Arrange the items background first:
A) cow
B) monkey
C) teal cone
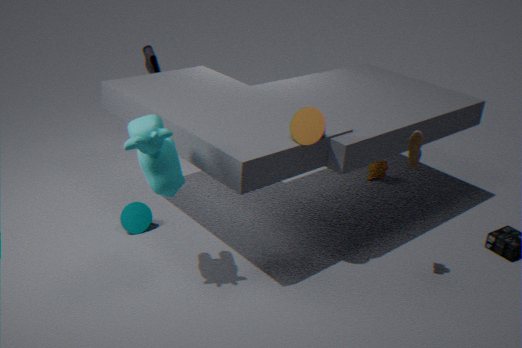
monkey → teal cone → cow
